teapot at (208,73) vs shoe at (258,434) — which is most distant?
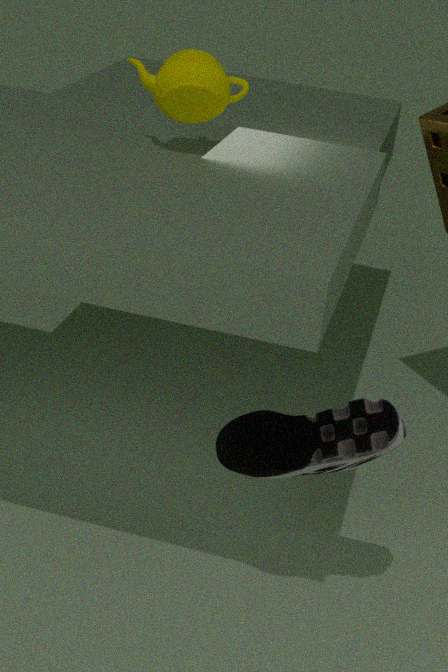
teapot at (208,73)
